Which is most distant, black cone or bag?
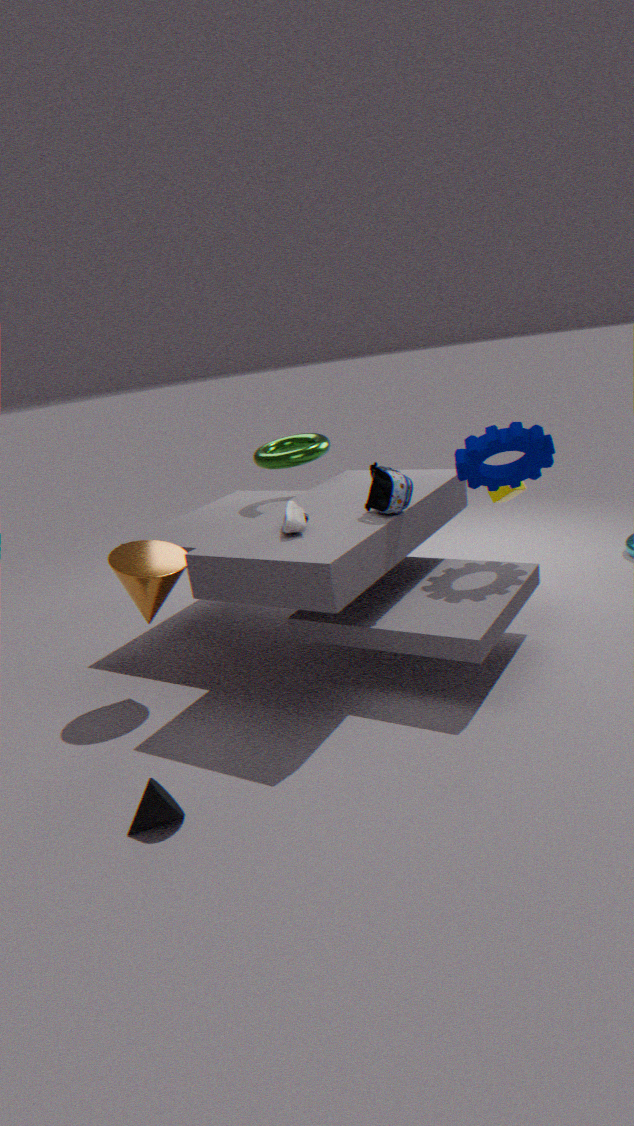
bag
